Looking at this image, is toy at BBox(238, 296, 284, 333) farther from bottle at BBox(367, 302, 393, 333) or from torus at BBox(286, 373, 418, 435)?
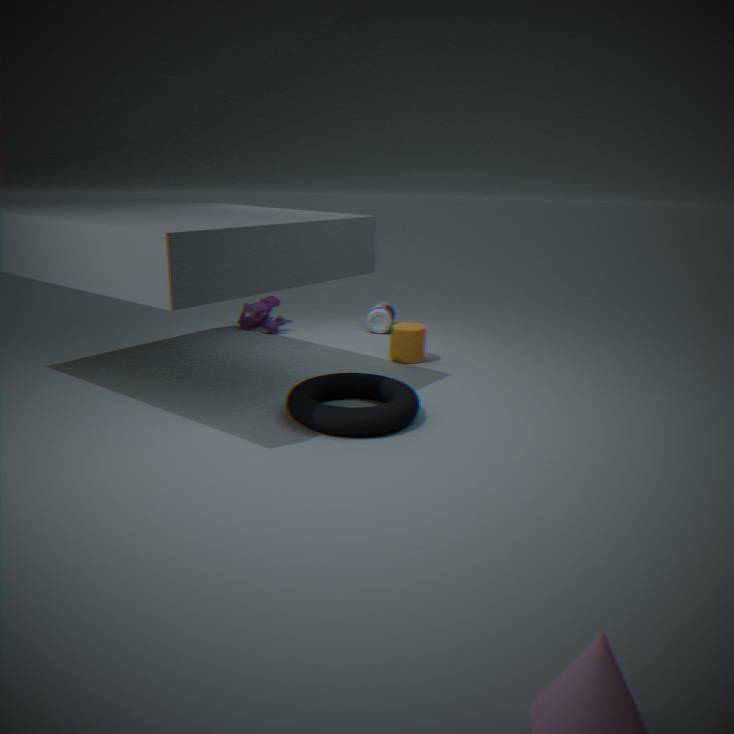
torus at BBox(286, 373, 418, 435)
